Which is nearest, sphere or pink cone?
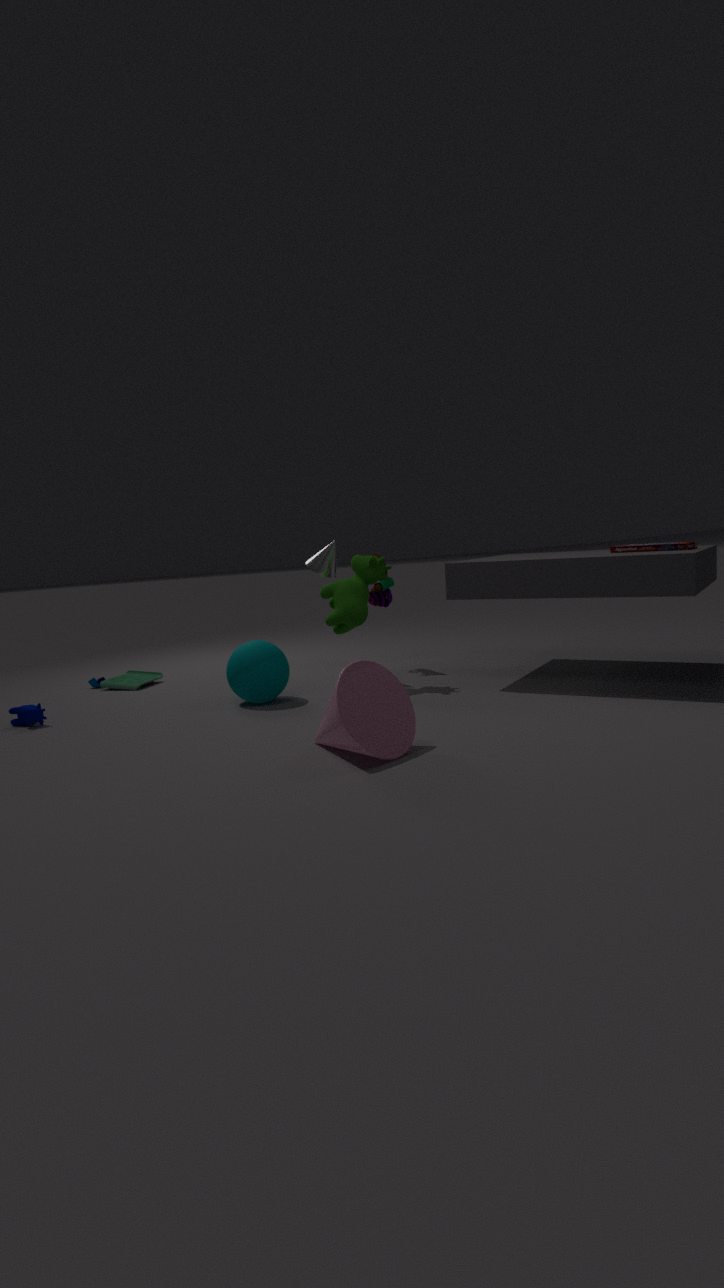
pink cone
